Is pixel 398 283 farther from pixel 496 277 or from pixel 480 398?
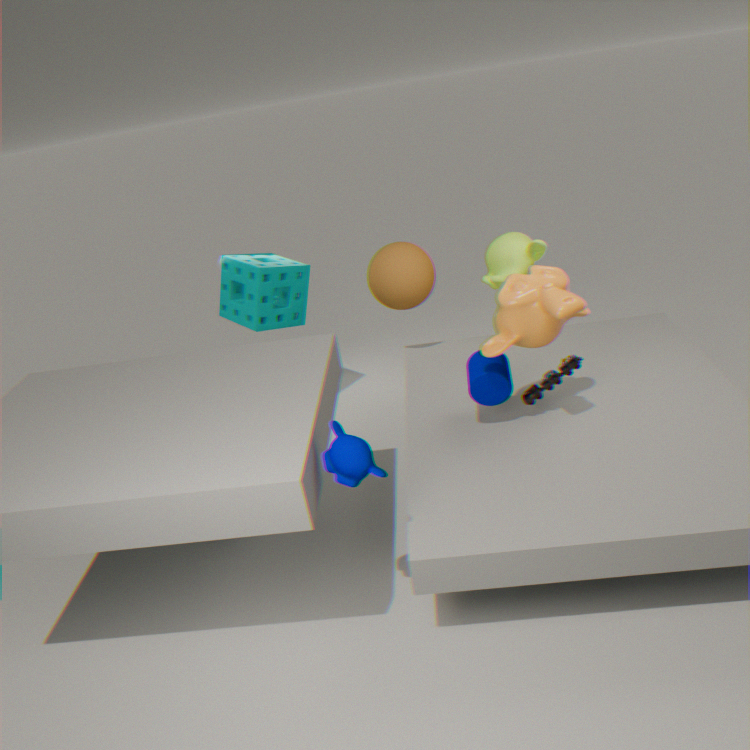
pixel 480 398
